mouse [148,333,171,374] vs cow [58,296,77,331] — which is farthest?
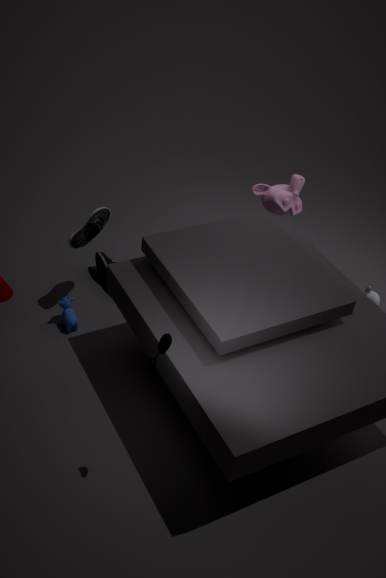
cow [58,296,77,331]
